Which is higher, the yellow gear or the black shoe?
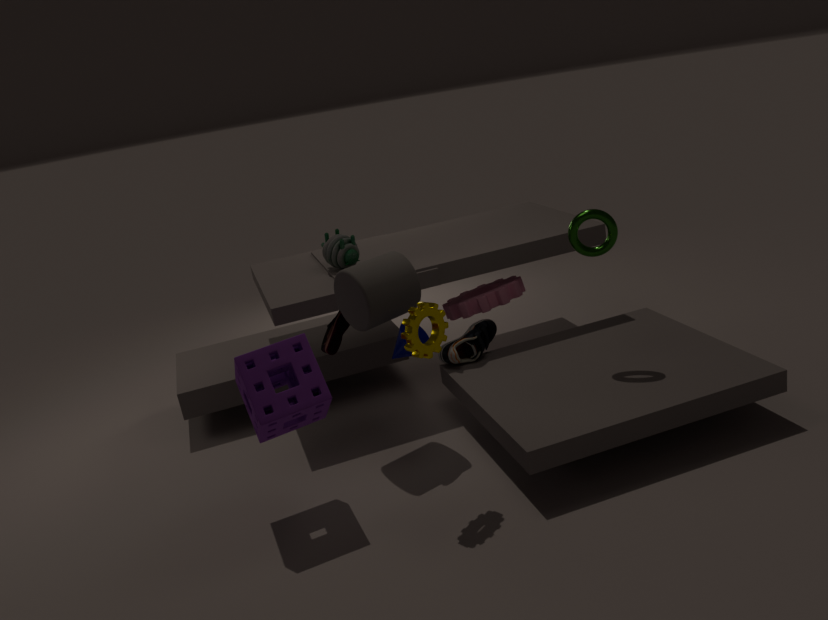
the yellow gear
